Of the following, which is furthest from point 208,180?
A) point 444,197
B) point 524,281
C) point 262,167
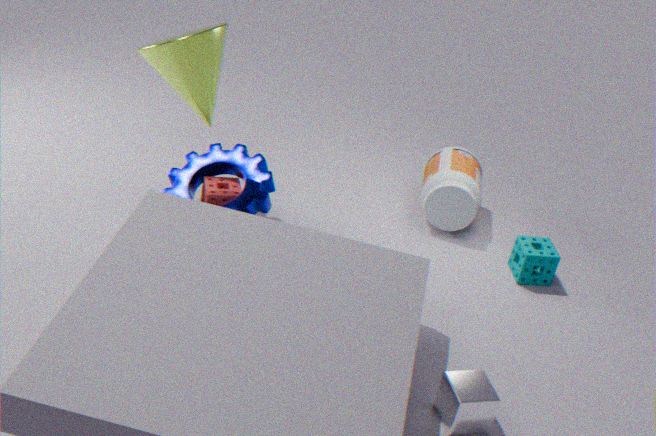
point 524,281
